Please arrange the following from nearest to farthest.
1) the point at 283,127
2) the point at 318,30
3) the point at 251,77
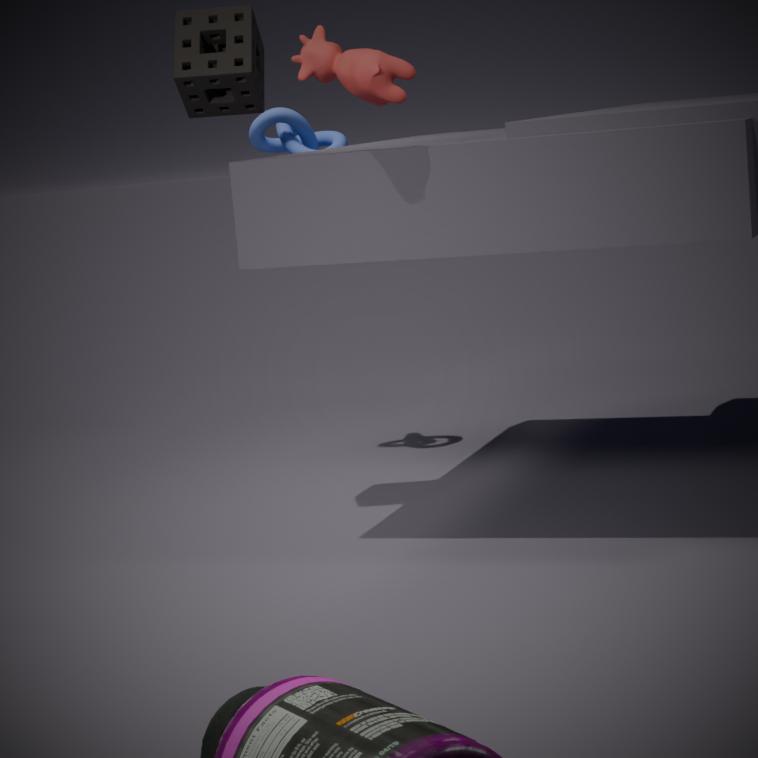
1. 2. the point at 318,30
2. 3. the point at 251,77
3. 1. the point at 283,127
